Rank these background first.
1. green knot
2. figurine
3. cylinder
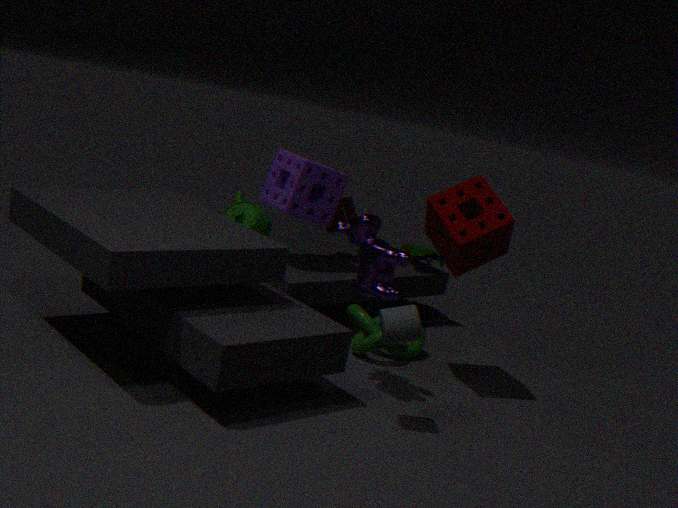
figurine → green knot → cylinder
